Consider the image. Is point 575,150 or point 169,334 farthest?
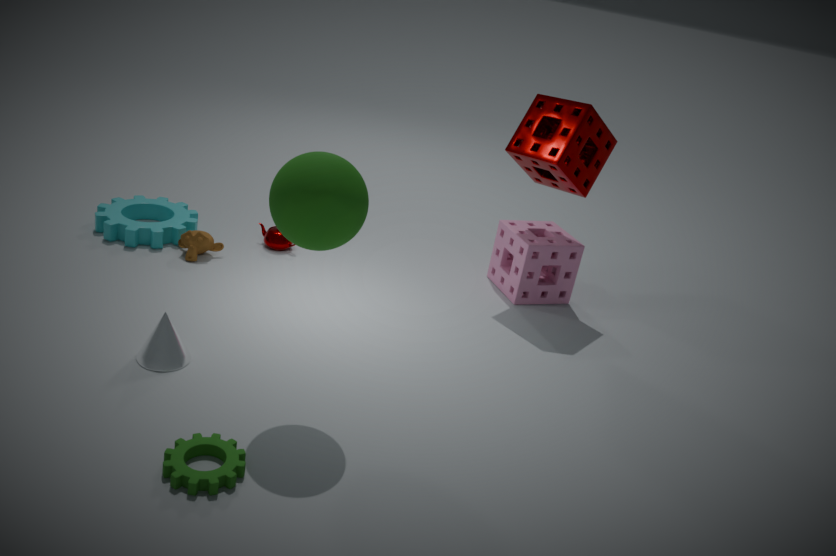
point 575,150
